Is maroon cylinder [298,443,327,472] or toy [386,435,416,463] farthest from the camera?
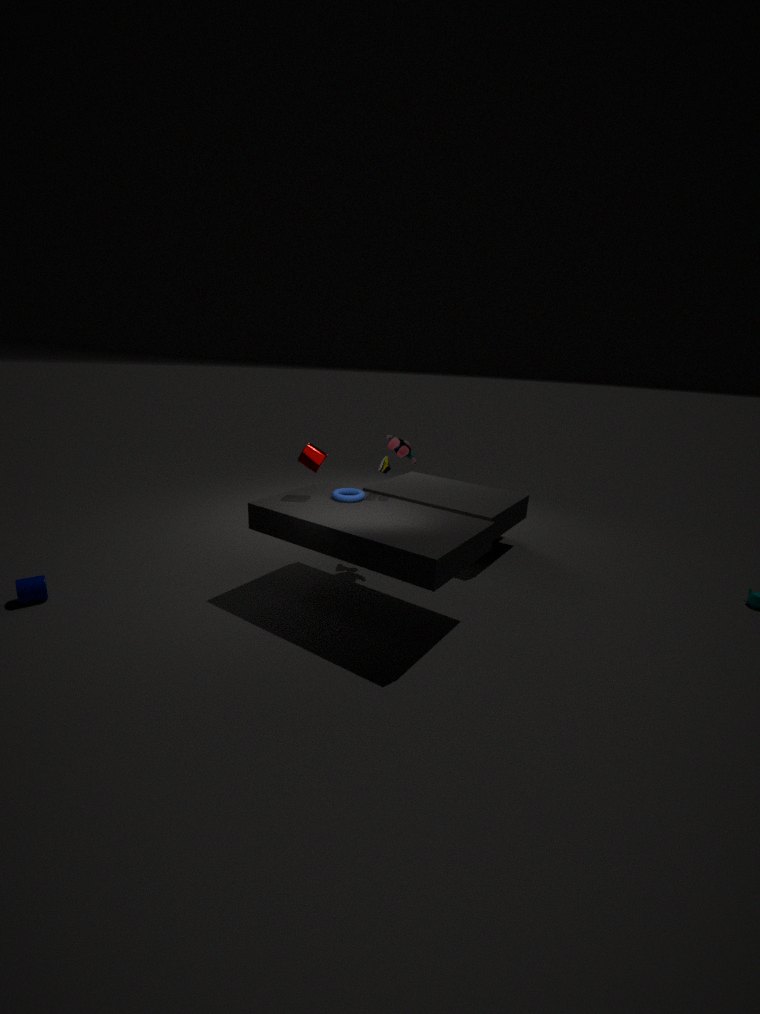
toy [386,435,416,463]
